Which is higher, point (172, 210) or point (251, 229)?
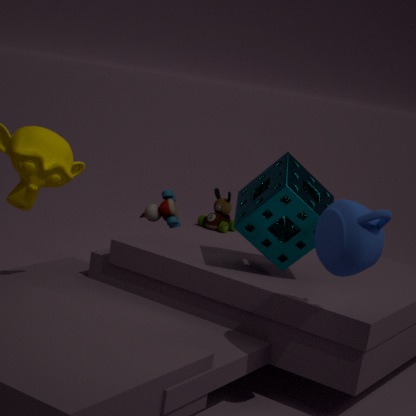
point (251, 229)
